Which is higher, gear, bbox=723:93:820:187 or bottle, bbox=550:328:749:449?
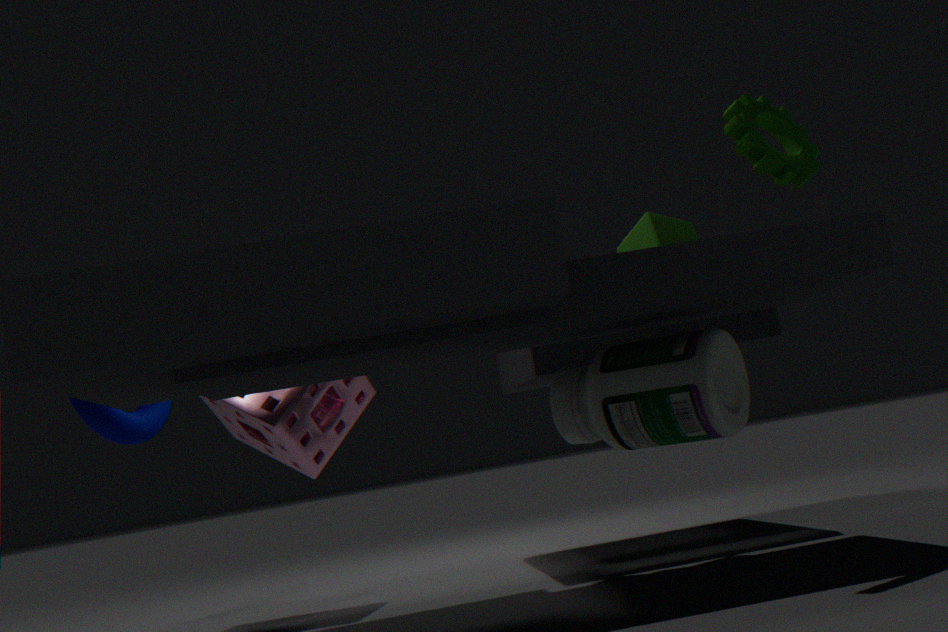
gear, bbox=723:93:820:187
